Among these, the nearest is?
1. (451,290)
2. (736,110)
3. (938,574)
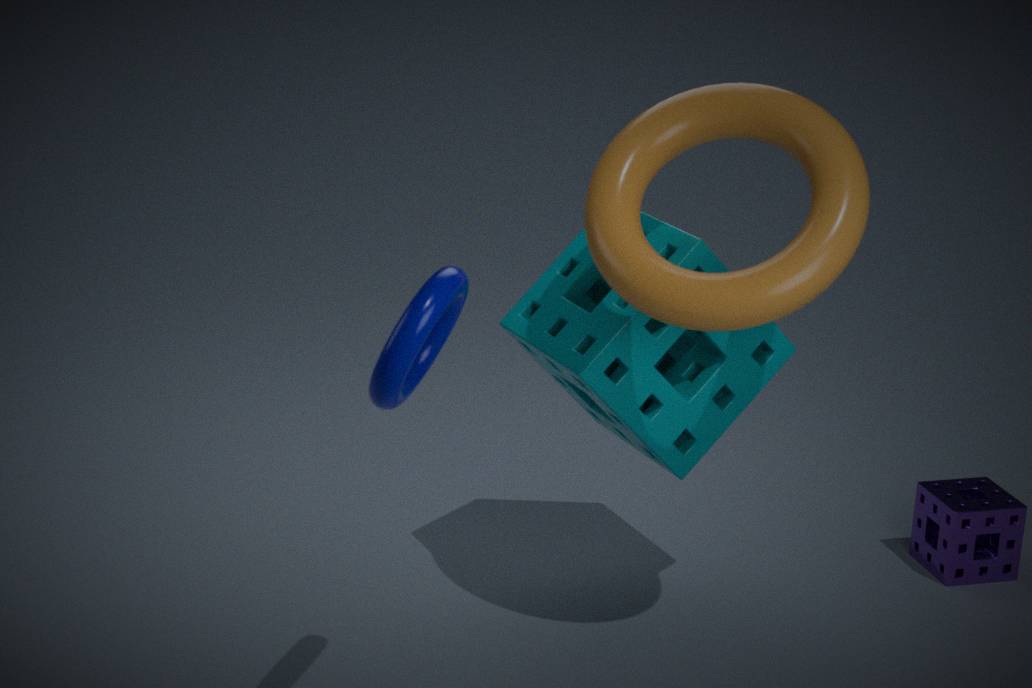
(451,290)
